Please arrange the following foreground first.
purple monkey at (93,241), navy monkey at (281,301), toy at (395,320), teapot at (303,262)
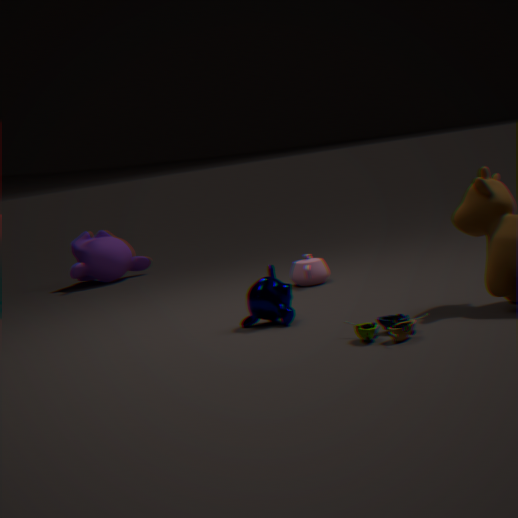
toy at (395,320) < navy monkey at (281,301) < teapot at (303,262) < purple monkey at (93,241)
